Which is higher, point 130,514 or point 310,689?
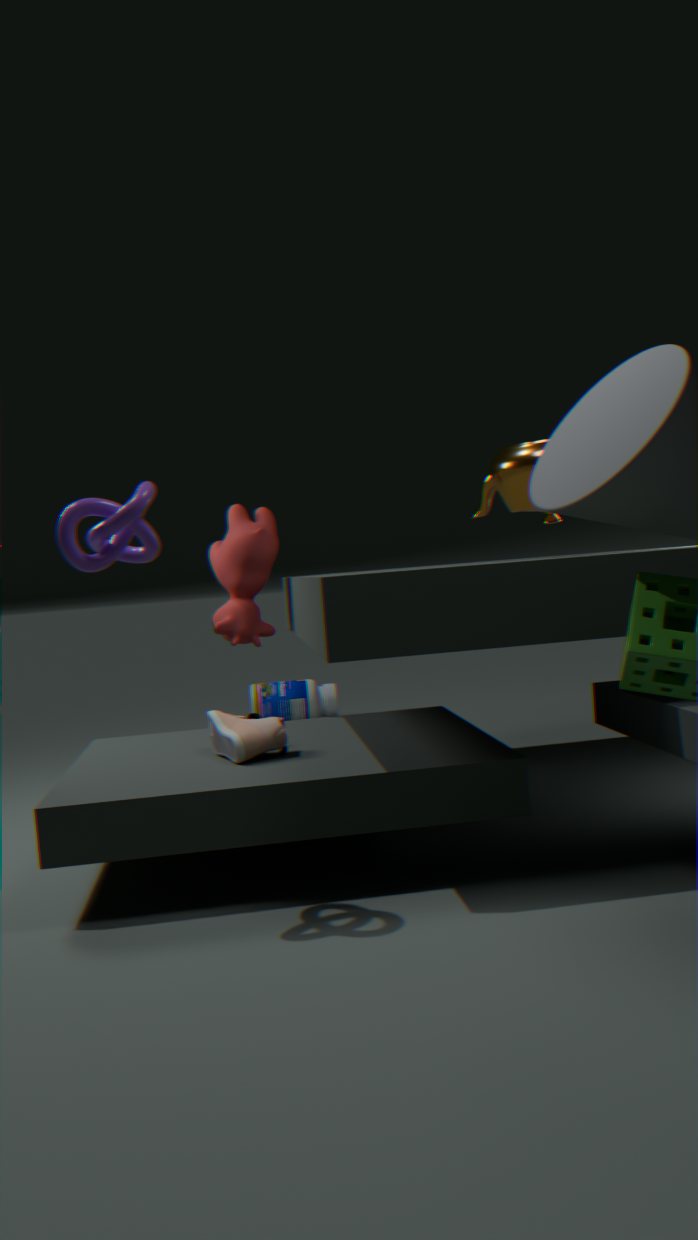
point 130,514
